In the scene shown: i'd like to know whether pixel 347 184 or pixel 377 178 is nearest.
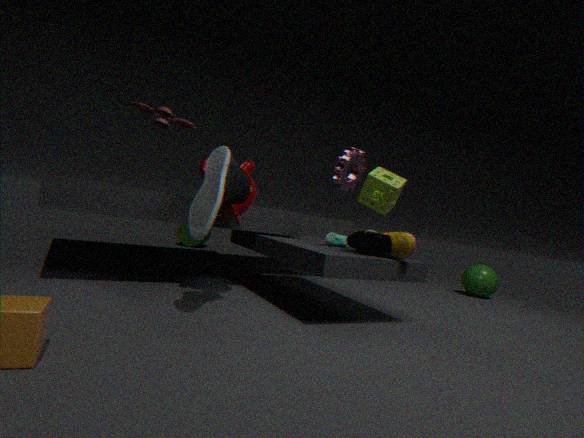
pixel 377 178
